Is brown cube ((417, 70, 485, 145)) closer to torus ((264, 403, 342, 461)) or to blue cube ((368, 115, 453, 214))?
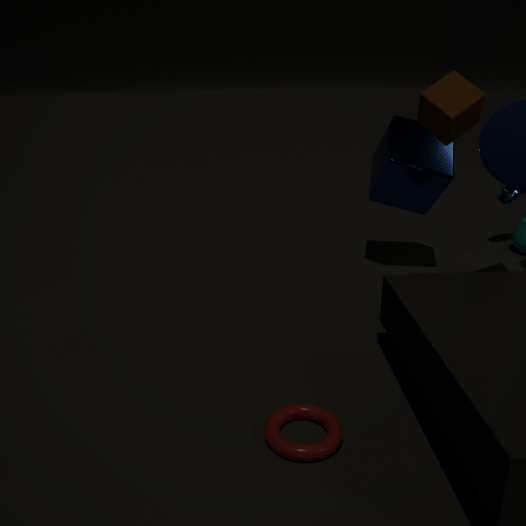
blue cube ((368, 115, 453, 214))
